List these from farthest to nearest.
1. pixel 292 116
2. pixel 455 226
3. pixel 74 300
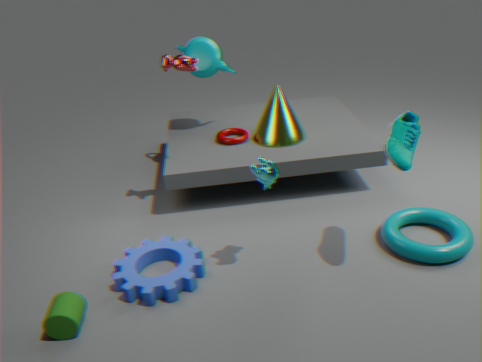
1. pixel 292 116
2. pixel 455 226
3. pixel 74 300
